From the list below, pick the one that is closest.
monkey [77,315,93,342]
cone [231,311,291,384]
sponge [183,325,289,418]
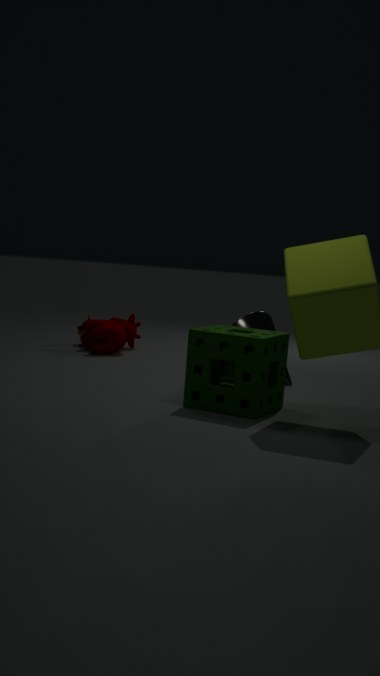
sponge [183,325,289,418]
